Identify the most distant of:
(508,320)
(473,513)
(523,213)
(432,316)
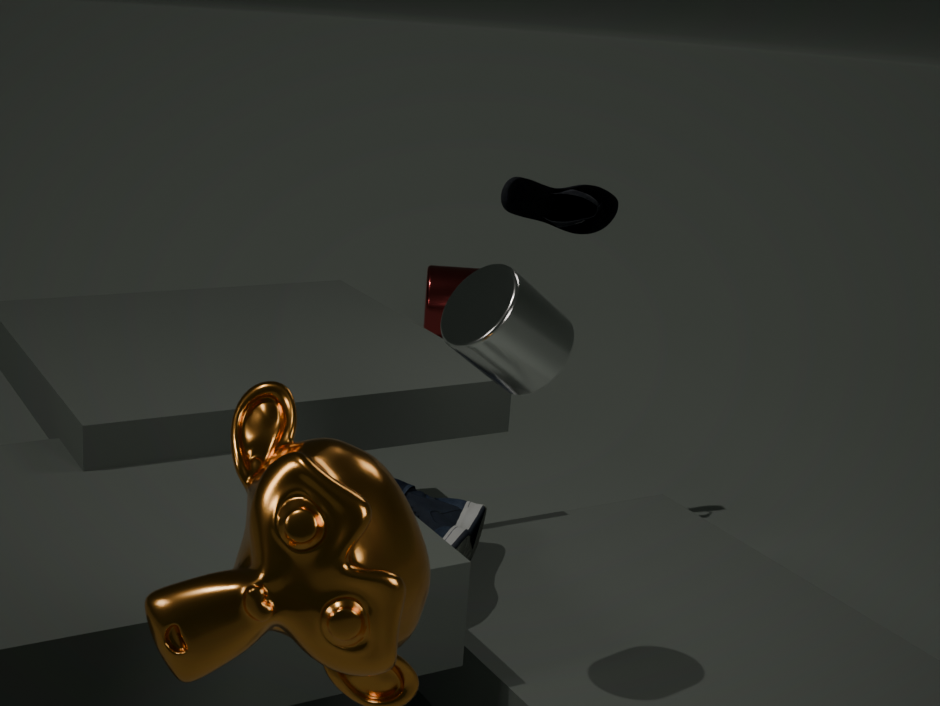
(432,316)
